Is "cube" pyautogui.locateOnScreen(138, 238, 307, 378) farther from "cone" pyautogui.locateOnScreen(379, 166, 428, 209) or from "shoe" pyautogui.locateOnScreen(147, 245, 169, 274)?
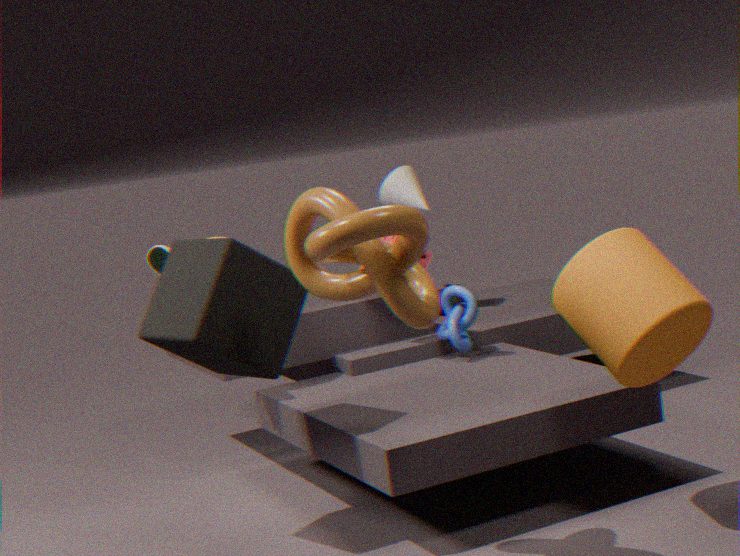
"cone" pyautogui.locateOnScreen(379, 166, 428, 209)
